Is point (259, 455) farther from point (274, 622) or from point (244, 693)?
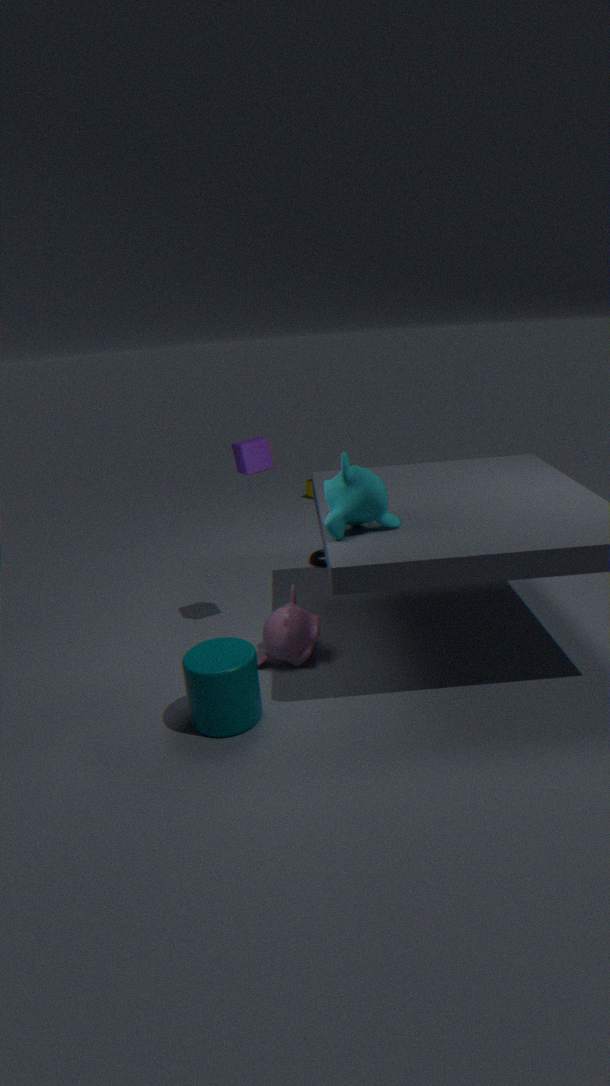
point (244, 693)
